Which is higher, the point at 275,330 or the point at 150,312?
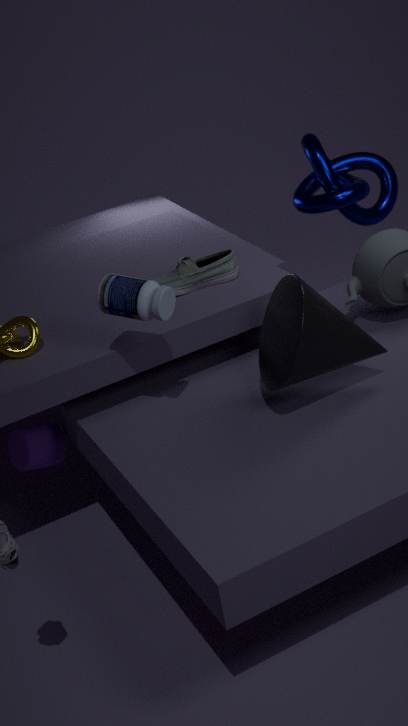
the point at 150,312
